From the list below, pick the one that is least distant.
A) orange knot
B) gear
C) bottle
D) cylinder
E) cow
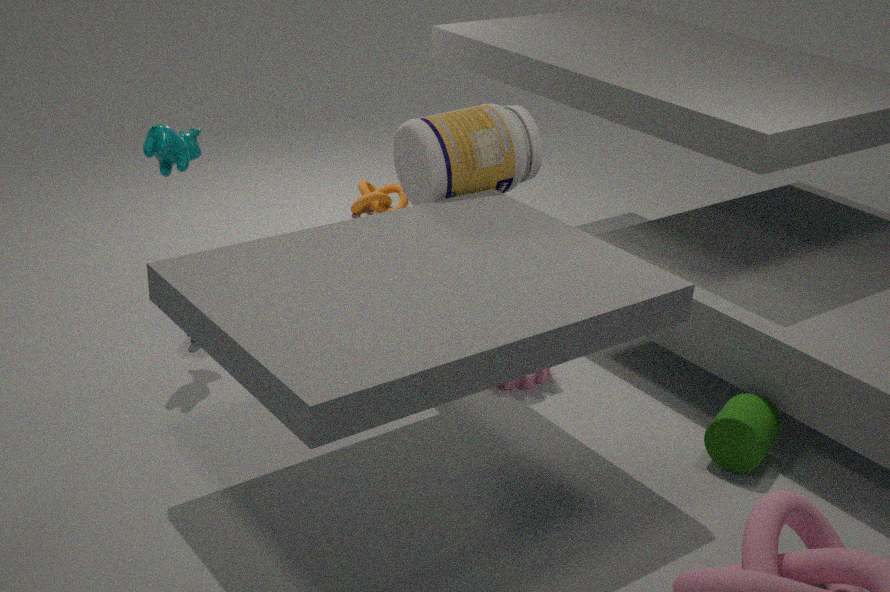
cylinder
